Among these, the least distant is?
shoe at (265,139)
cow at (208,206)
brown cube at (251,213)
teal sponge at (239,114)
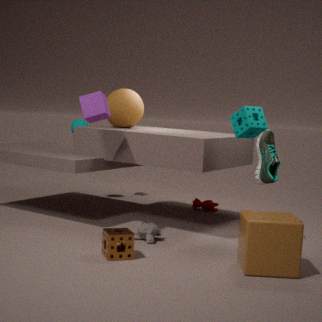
brown cube at (251,213)
